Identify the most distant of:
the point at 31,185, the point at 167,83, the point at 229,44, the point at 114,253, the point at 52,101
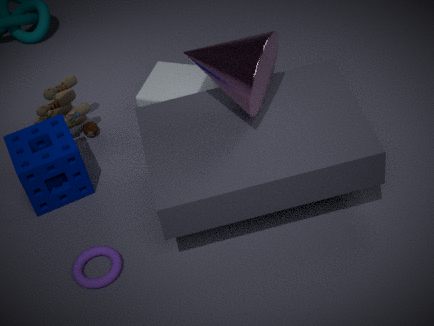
Result: the point at 52,101
